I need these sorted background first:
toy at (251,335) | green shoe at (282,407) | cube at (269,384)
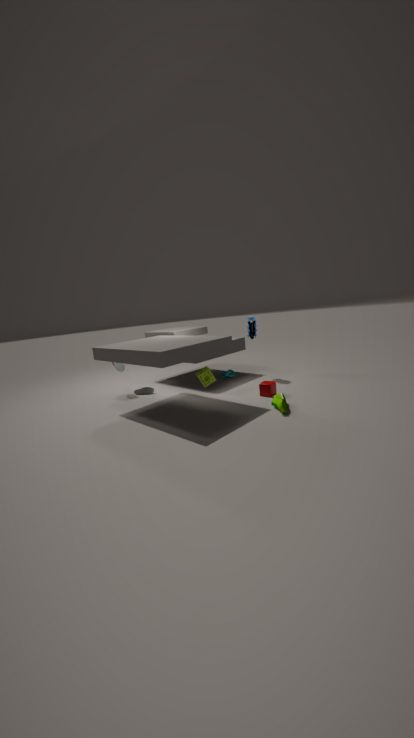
1. toy at (251,335)
2. cube at (269,384)
3. green shoe at (282,407)
